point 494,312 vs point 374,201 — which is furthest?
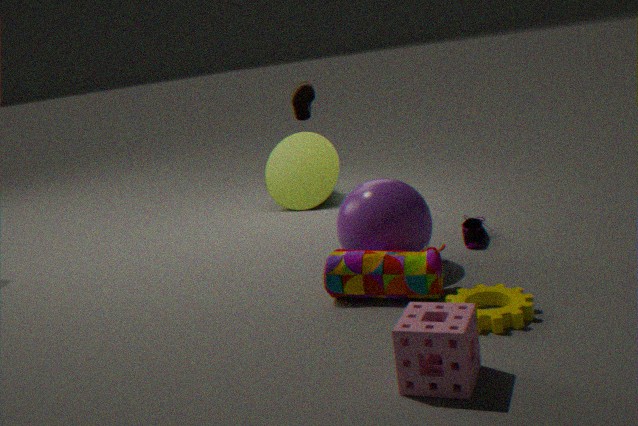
point 374,201
